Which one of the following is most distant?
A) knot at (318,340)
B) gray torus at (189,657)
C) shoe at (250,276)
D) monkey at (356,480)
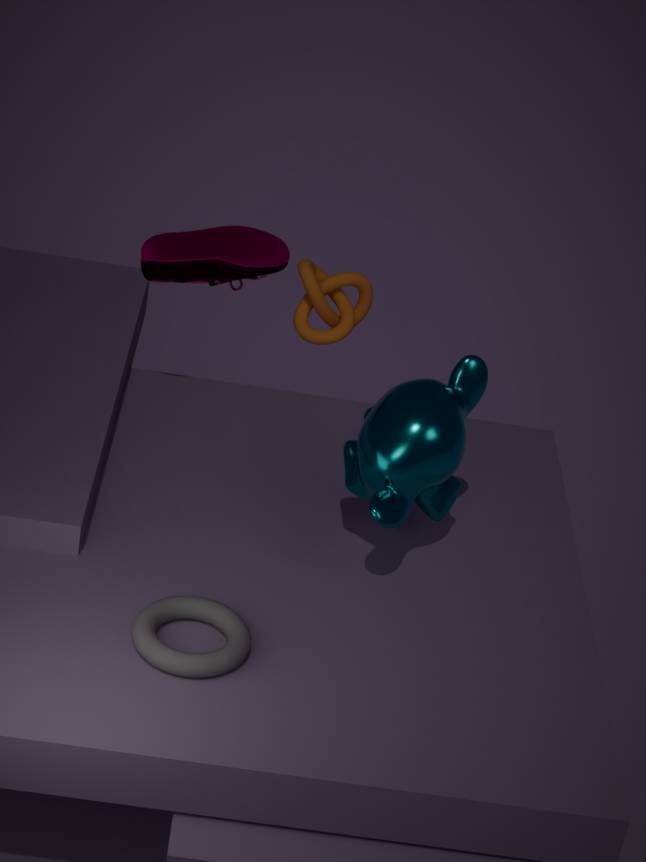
knot at (318,340)
